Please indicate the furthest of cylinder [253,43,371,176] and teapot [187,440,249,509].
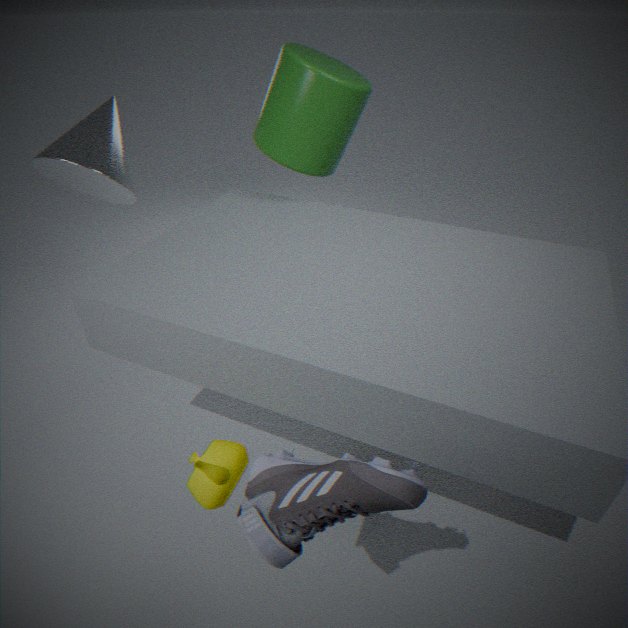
cylinder [253,43,371,176]
